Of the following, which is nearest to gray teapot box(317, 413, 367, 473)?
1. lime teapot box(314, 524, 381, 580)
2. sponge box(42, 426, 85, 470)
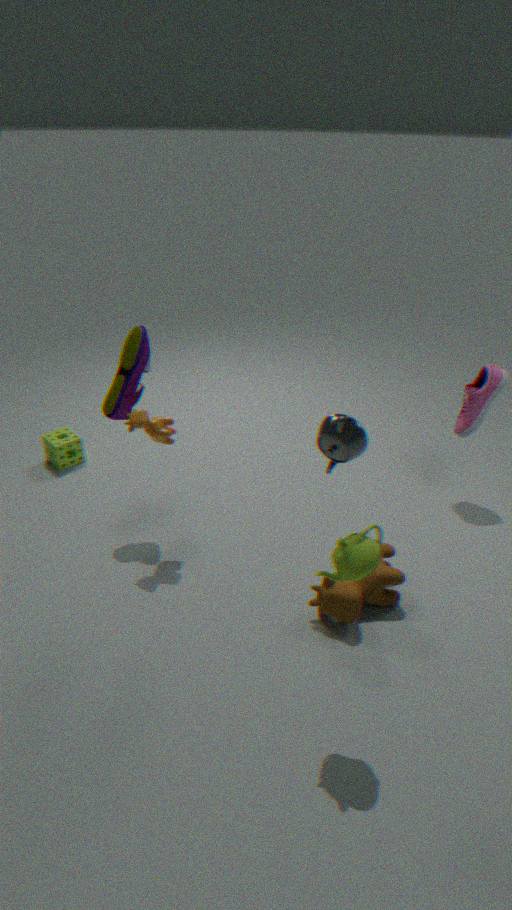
lime teapot box(314, 524, 381, 580)
